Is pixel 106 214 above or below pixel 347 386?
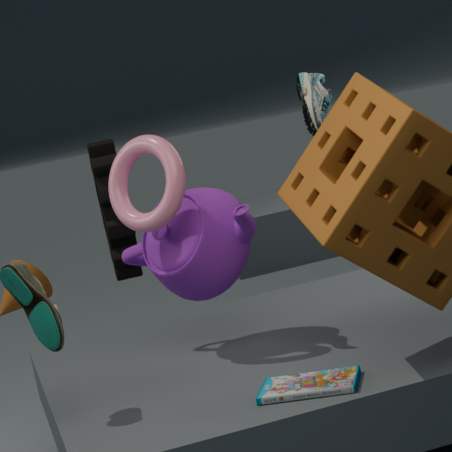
above
